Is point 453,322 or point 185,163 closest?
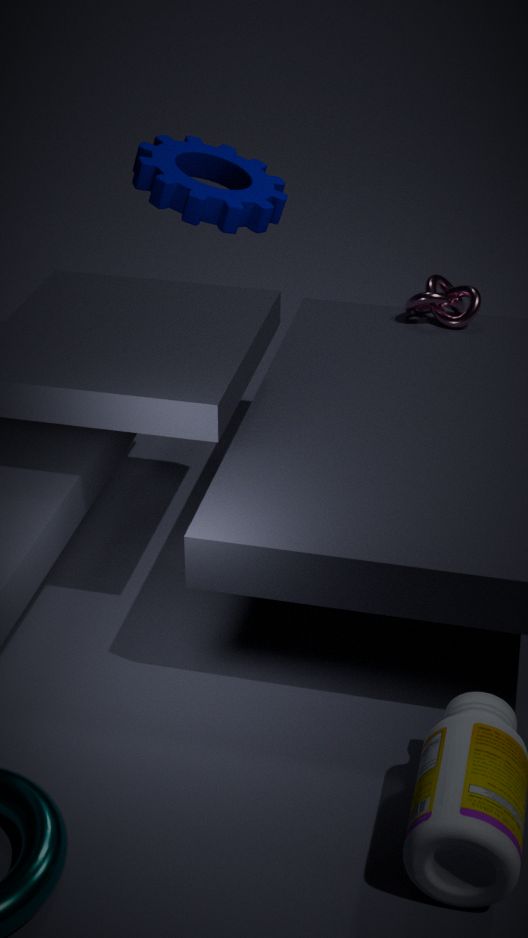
point 453,322
